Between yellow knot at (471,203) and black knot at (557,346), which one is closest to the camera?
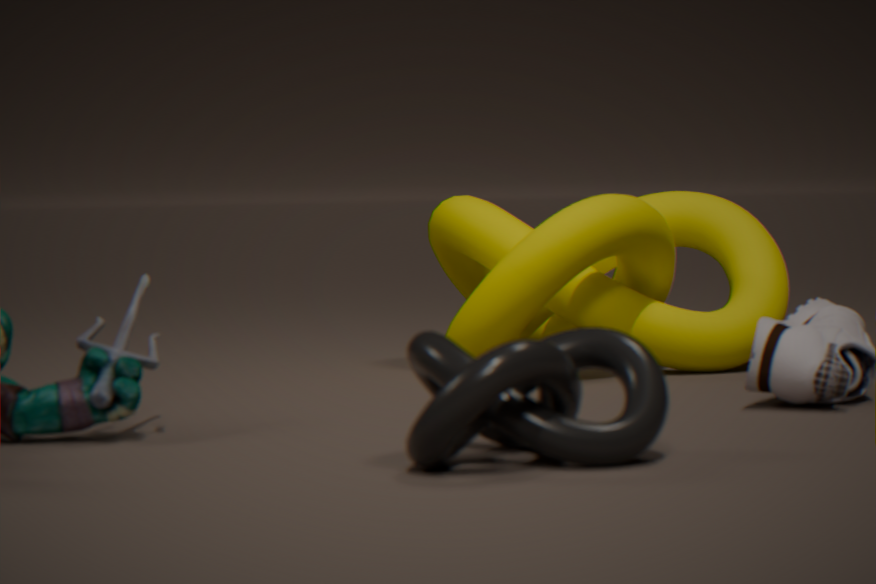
black knot at (557,346)
